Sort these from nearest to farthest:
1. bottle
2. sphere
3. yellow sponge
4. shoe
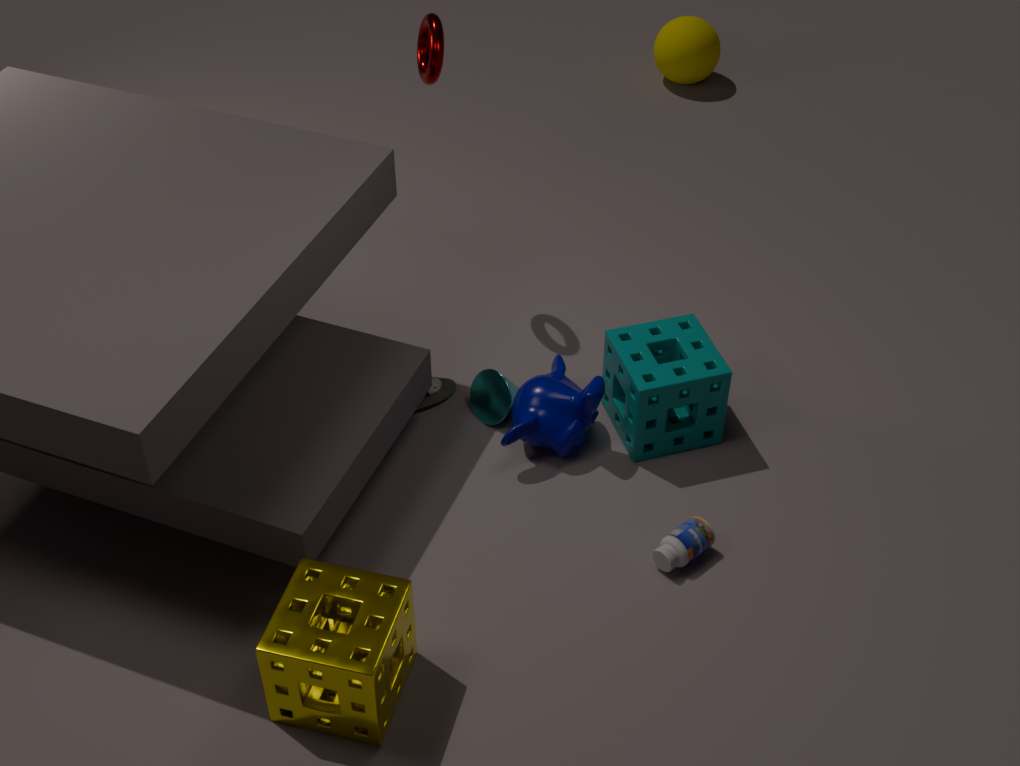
1. yellow sponge
2. bottle
3. shoe
4. sphere
